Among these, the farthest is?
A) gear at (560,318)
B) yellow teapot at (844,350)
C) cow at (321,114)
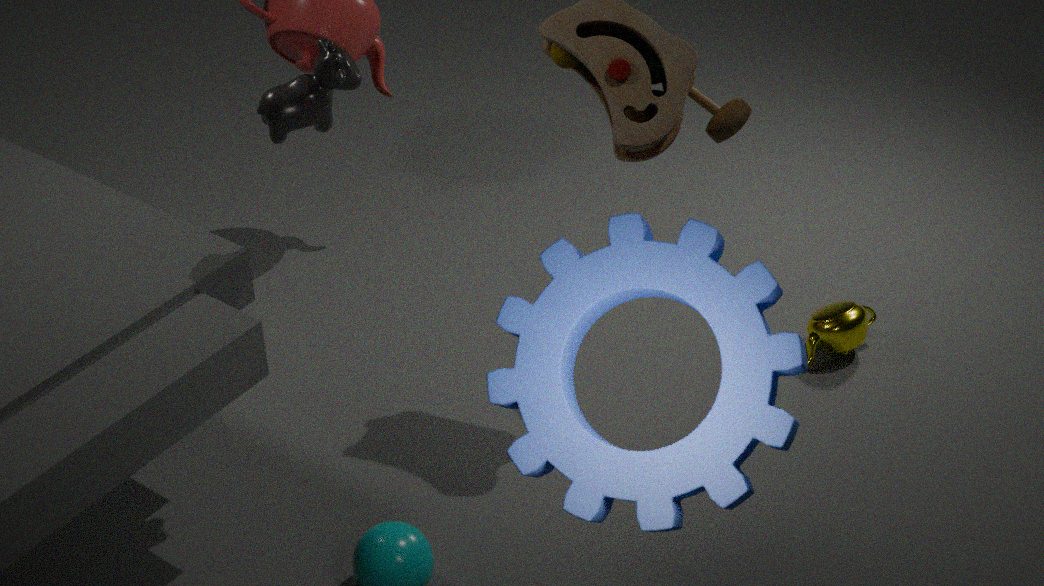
B. yellow teapot at (844,350)
